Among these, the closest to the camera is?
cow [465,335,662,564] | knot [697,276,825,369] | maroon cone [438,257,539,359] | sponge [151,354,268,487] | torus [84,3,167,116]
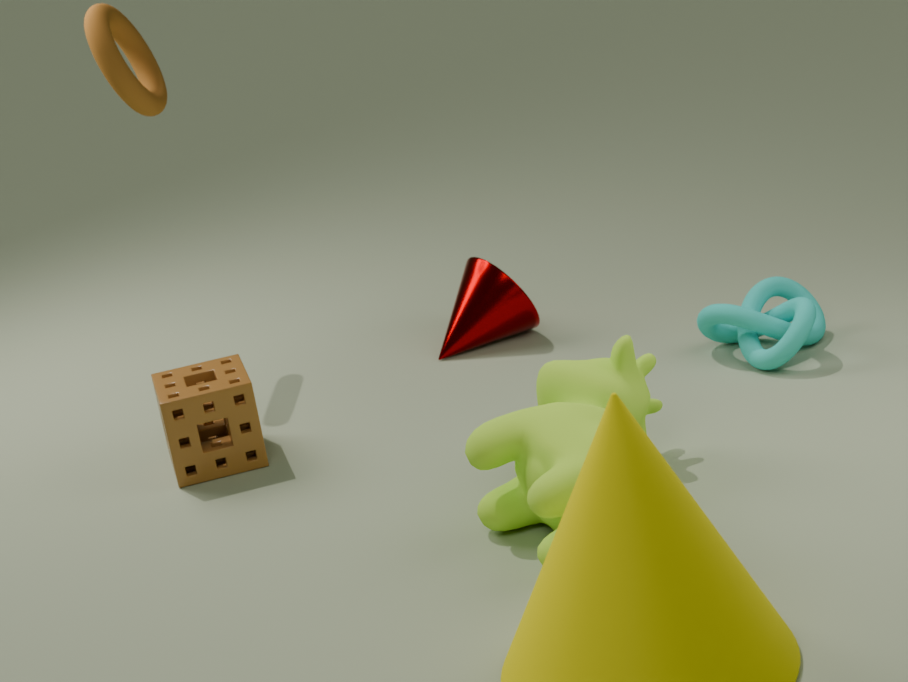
cow [465,335,662,564]
